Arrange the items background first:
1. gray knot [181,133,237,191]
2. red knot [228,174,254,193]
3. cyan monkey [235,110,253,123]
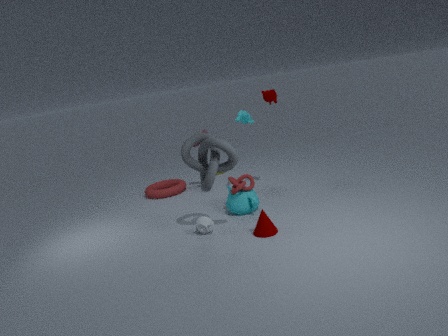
cyan monkey [235,110,253,123]
red knot [228,174,254,193]
gray knot [181,133,237,191]
